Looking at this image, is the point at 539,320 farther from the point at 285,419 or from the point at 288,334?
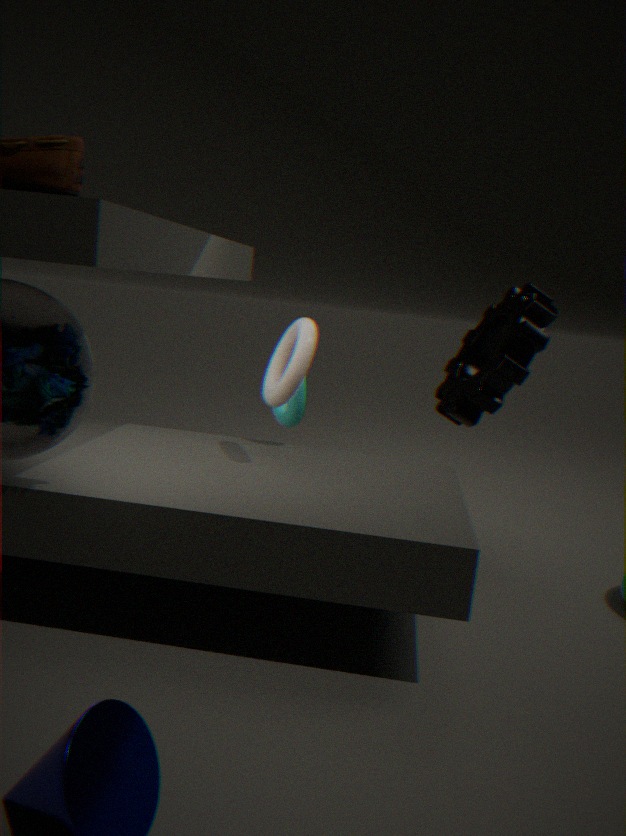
the point at 288,334
